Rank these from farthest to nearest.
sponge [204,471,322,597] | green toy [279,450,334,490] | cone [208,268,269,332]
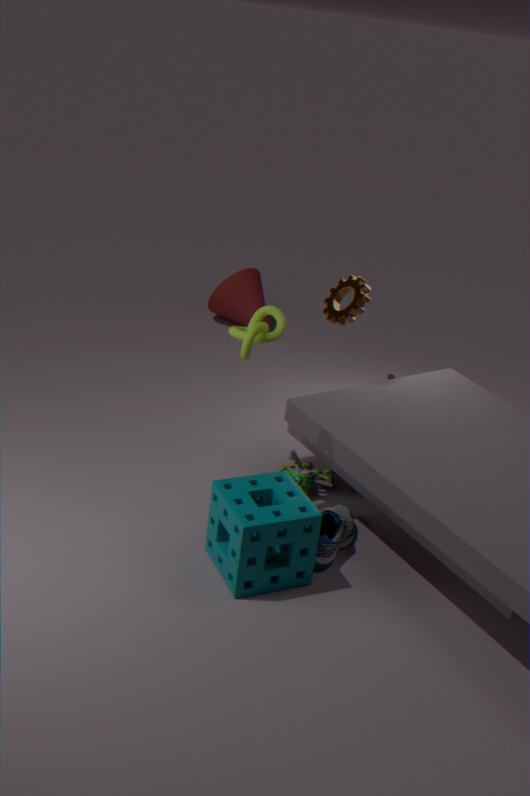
cone [208,268,269,332], green toy [279,450,334,490], sponge [204,471,322,597]
